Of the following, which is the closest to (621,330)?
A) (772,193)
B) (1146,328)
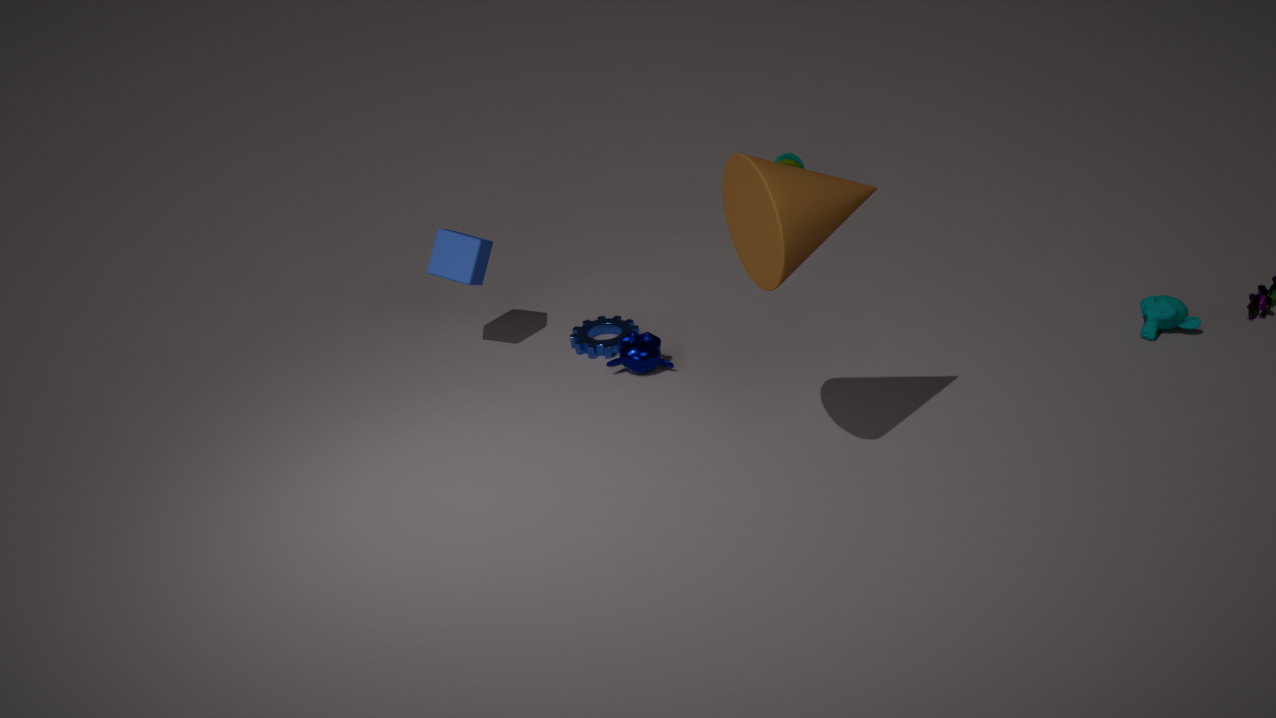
(772,193)
